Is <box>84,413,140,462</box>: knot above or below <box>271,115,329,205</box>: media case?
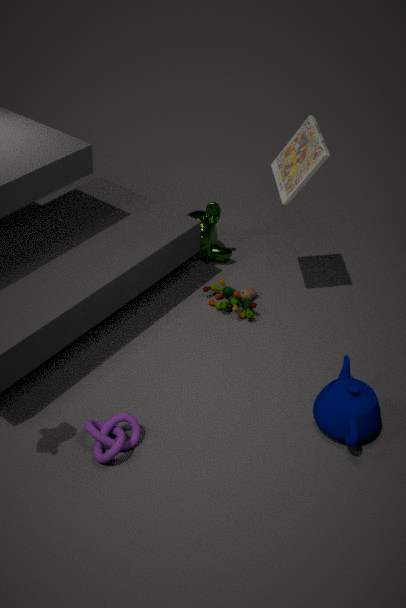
below
